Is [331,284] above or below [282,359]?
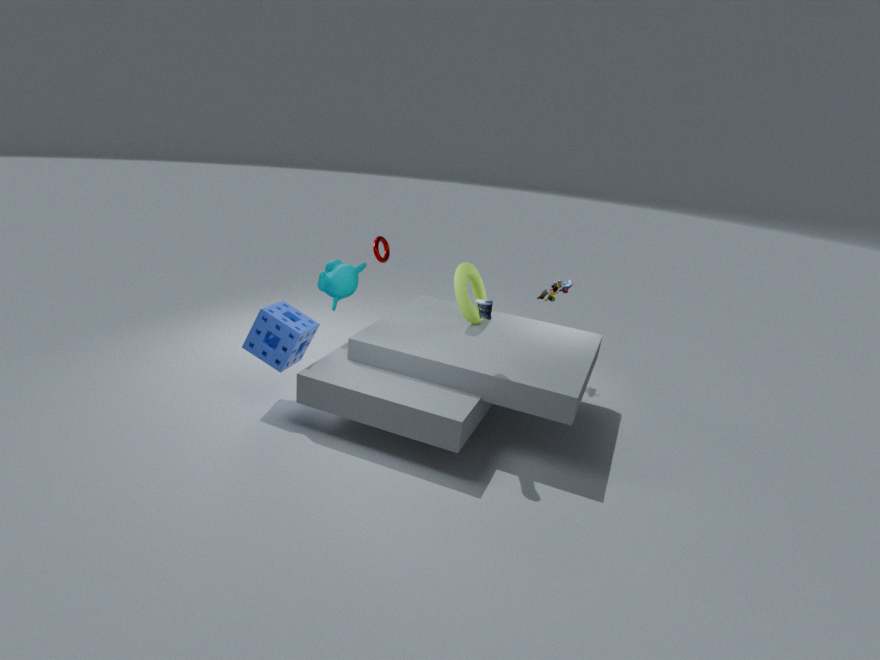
above
